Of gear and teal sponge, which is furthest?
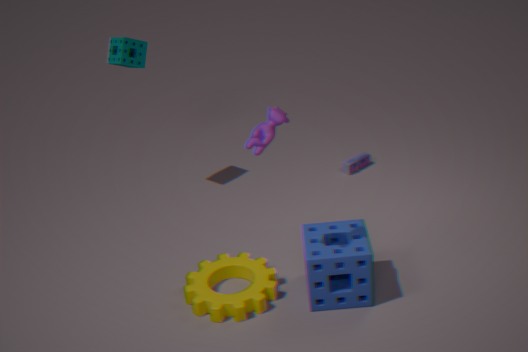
teal sponge
